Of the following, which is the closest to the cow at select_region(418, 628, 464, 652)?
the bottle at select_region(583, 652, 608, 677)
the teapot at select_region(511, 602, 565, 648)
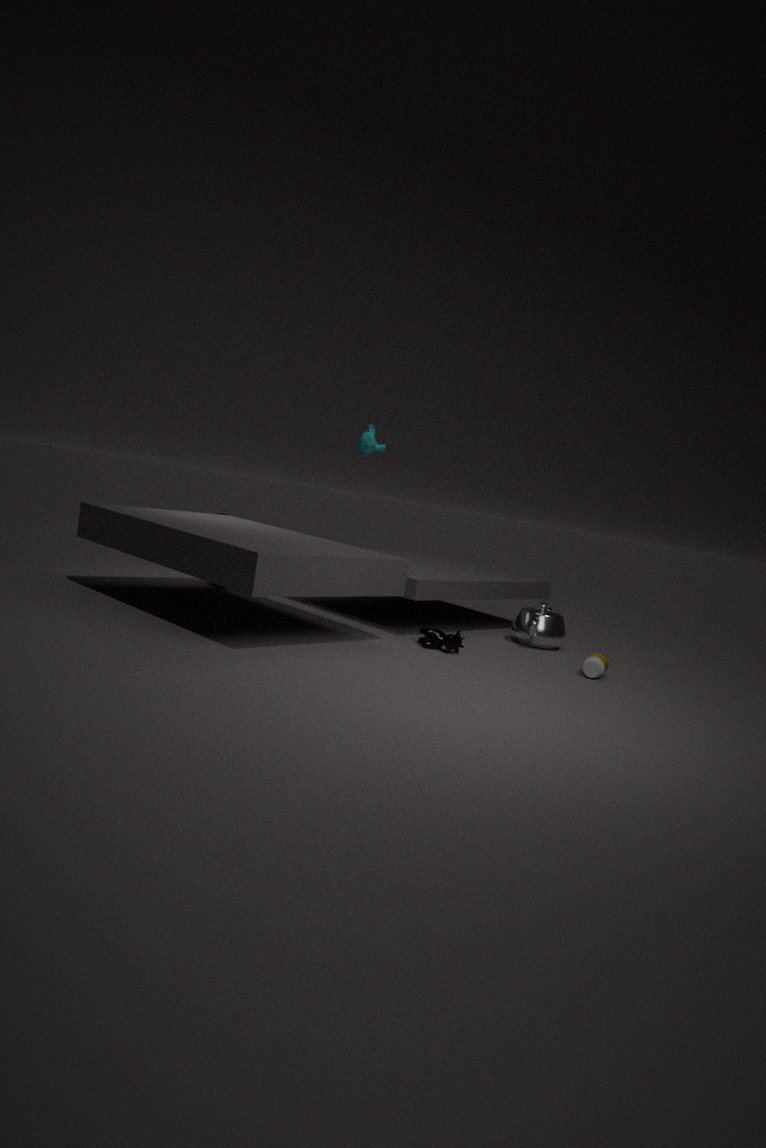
the teapot at select_region(511, 602, 565, 648)
